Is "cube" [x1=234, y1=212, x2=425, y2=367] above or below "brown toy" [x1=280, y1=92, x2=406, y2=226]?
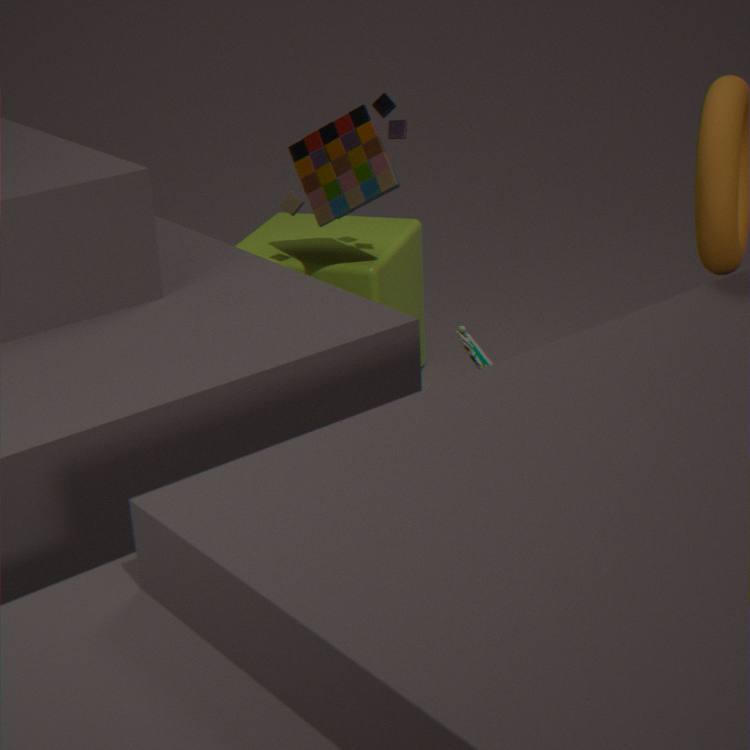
below
